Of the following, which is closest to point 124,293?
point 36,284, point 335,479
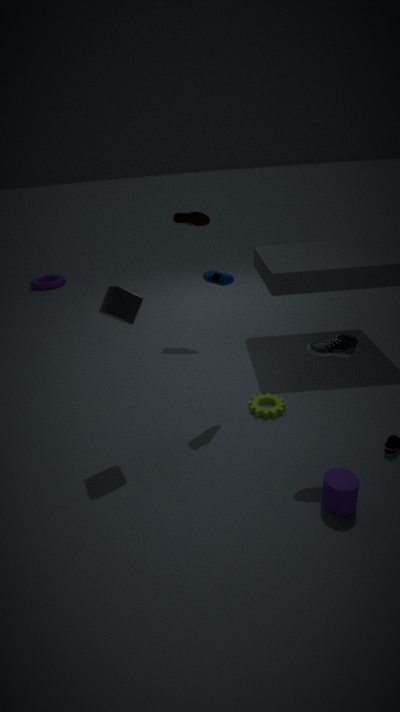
point 335,479
